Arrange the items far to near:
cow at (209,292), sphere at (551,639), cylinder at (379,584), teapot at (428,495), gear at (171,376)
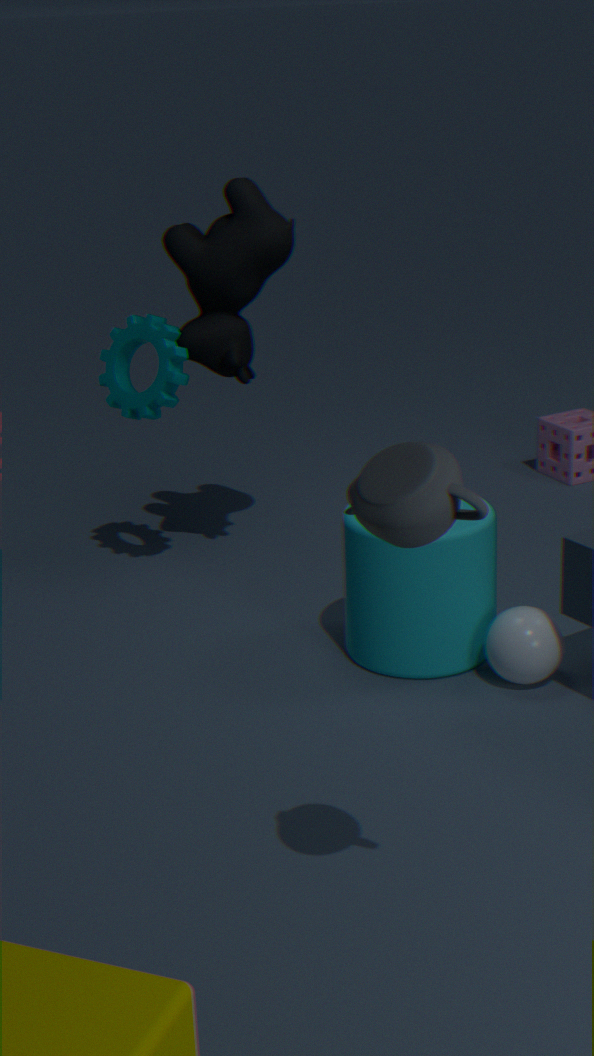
gear at (171,376)
cow at (209,292)
cylinder at (379,584)
sphere at (551,639)
teapot at (428,495)
